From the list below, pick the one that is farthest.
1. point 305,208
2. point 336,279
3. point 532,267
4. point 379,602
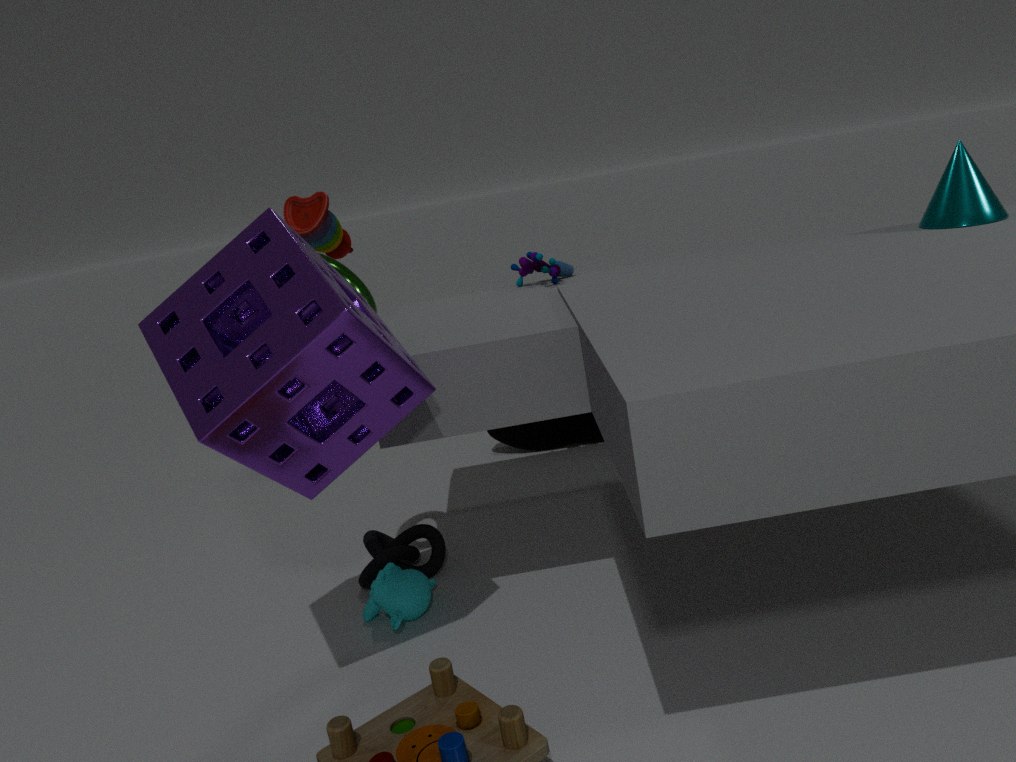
point 305,208
